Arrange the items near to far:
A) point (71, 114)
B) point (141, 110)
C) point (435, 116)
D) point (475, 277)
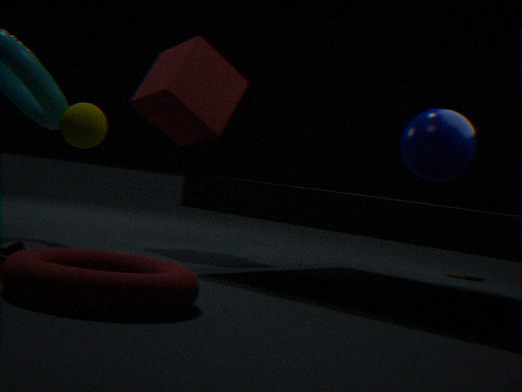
point (71, 114) < point (435, 116) < point (141, 110) < point (475, 277)
